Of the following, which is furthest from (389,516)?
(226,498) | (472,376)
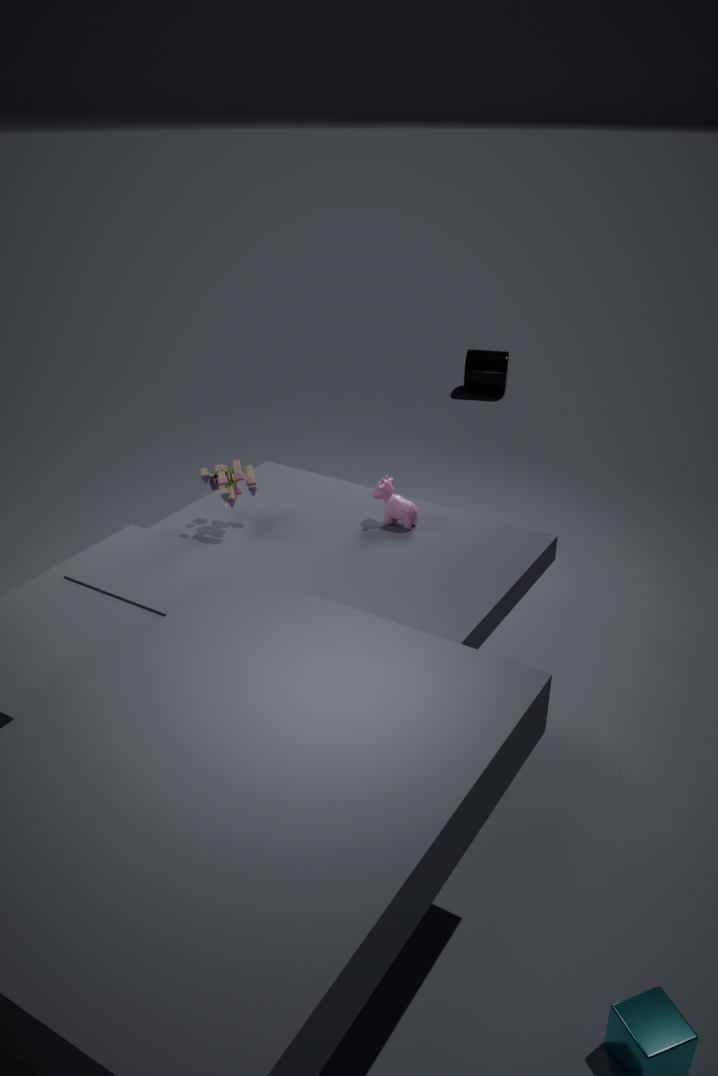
(472,376)
